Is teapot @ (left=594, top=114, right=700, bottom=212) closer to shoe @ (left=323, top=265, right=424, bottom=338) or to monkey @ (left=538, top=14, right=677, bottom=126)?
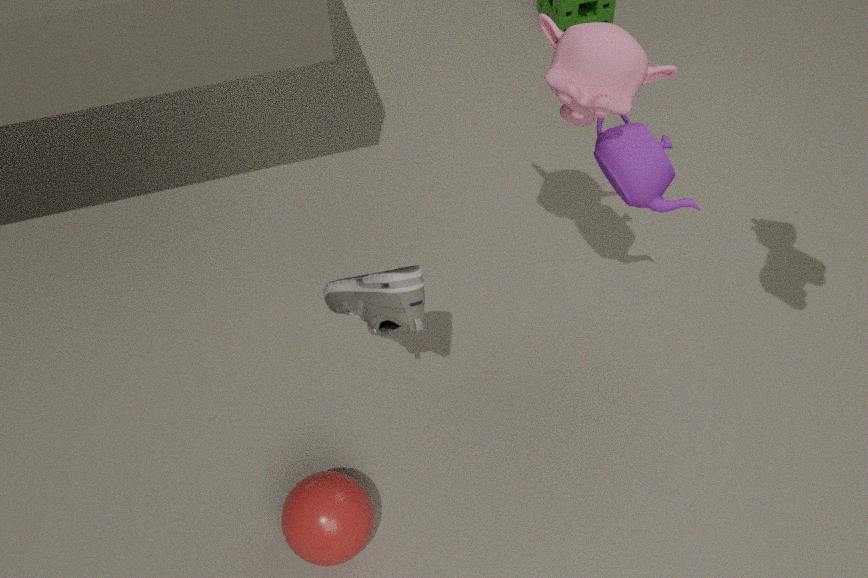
monkey @ (left=538, top=14, right=677, bottom=126)
